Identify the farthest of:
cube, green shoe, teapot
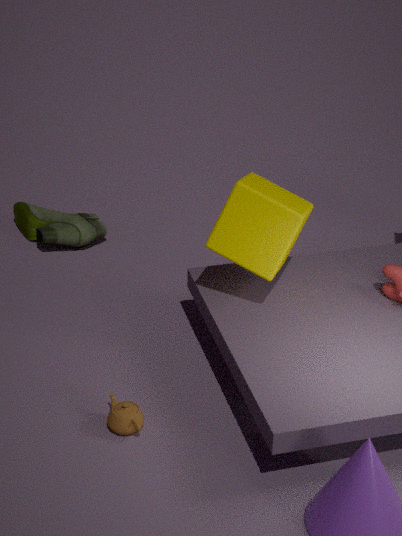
green shoe
